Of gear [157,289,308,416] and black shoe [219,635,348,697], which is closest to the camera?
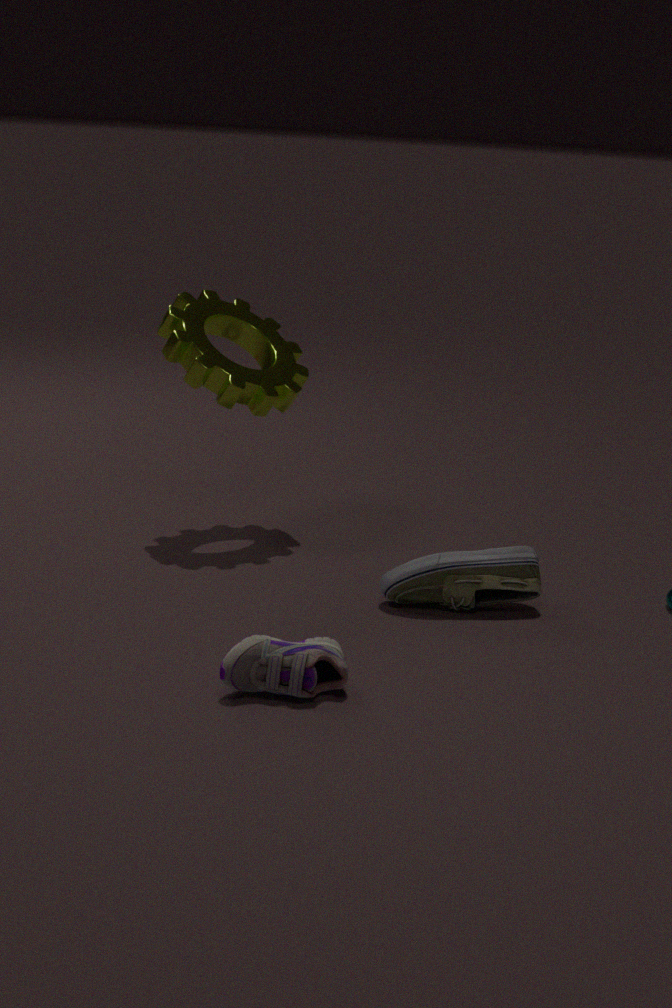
black shoe [219,635,348,697]
